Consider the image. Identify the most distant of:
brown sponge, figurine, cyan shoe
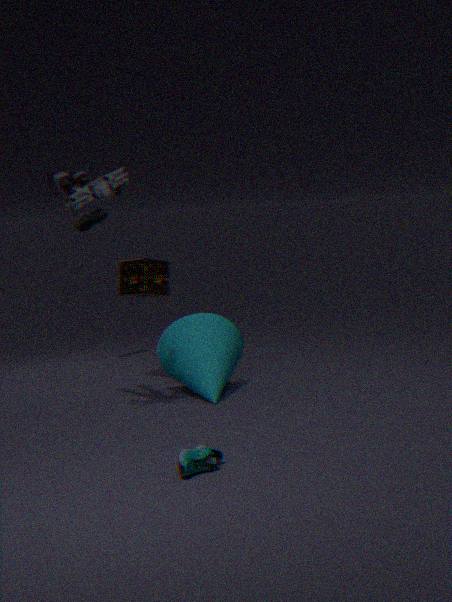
brown sponge
